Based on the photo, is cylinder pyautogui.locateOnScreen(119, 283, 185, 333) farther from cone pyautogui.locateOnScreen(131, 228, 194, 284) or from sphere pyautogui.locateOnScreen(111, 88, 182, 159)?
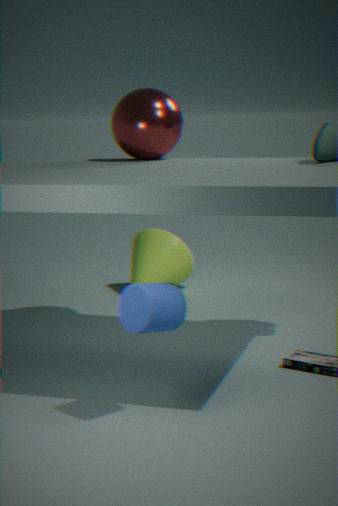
cone pyautogui.locateOnScreen(131, 228, 194, 284)
